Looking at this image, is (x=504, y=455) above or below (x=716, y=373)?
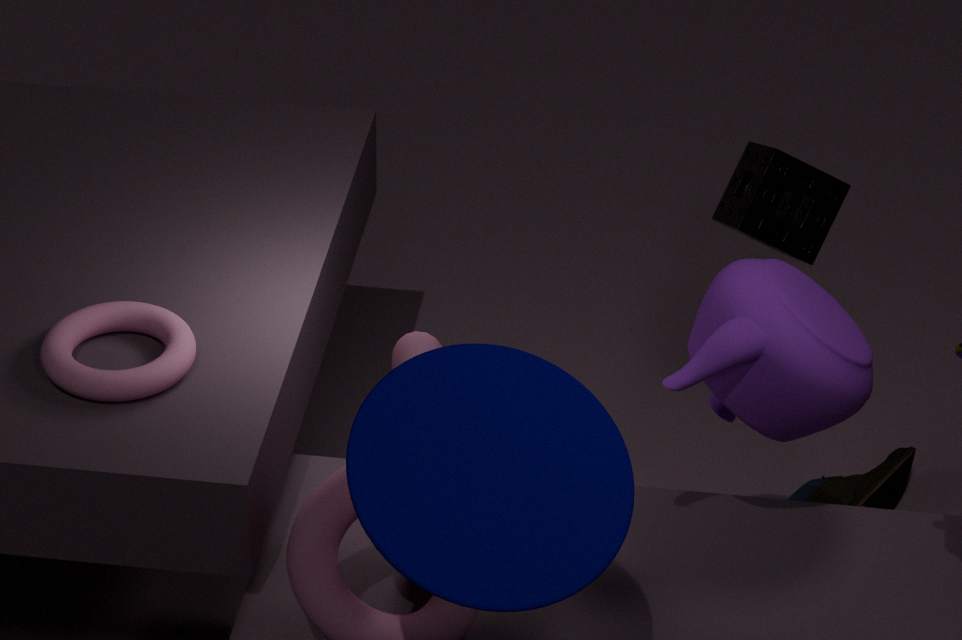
above
